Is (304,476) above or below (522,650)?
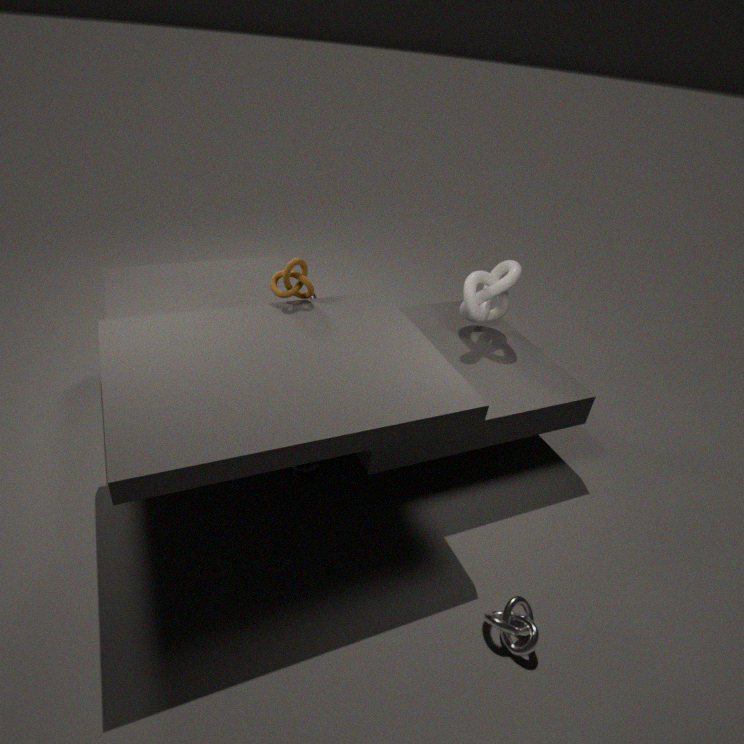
above
